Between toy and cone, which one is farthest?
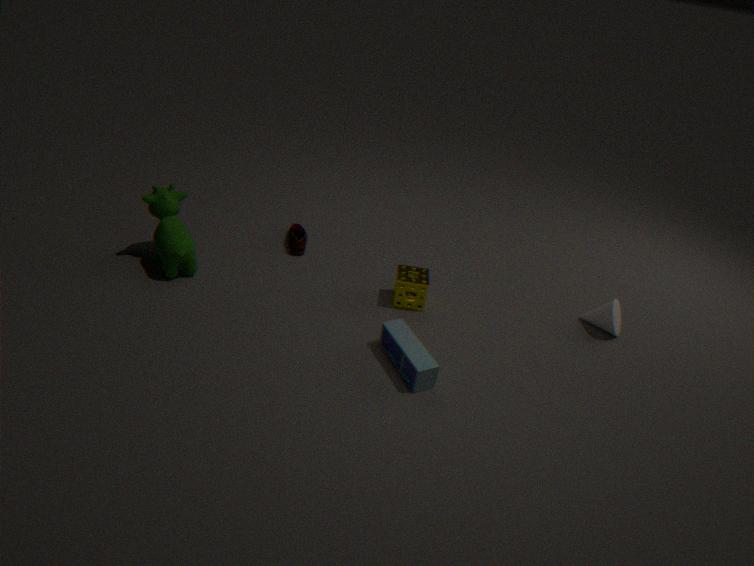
cone
